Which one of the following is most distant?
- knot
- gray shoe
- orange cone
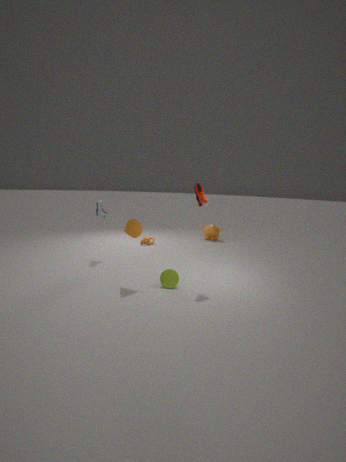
knot
